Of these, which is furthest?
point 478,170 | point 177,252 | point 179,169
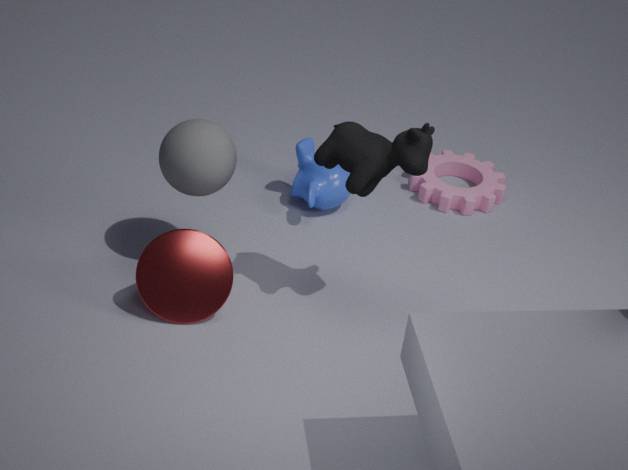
point 478,170
